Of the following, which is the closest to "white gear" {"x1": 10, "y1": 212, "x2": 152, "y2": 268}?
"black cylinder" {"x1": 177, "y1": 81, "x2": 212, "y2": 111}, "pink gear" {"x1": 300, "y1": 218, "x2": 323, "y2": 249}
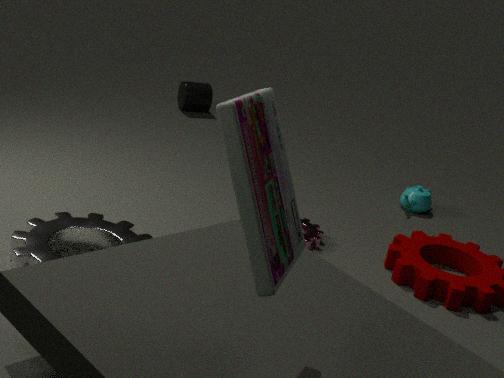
"pink gear" {"x1": 300, "y1": 218, "x2": 323, "y2": 249}
